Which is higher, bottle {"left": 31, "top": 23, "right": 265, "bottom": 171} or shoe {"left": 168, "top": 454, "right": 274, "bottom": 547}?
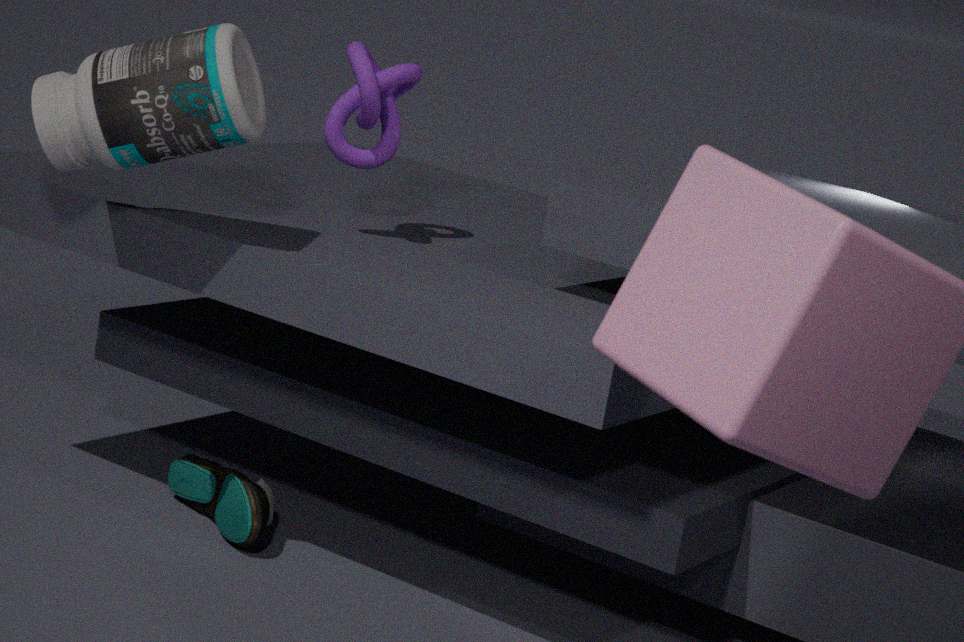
bottle {"left": 31, "top": 23, "right": 265, "bottom": 171}
